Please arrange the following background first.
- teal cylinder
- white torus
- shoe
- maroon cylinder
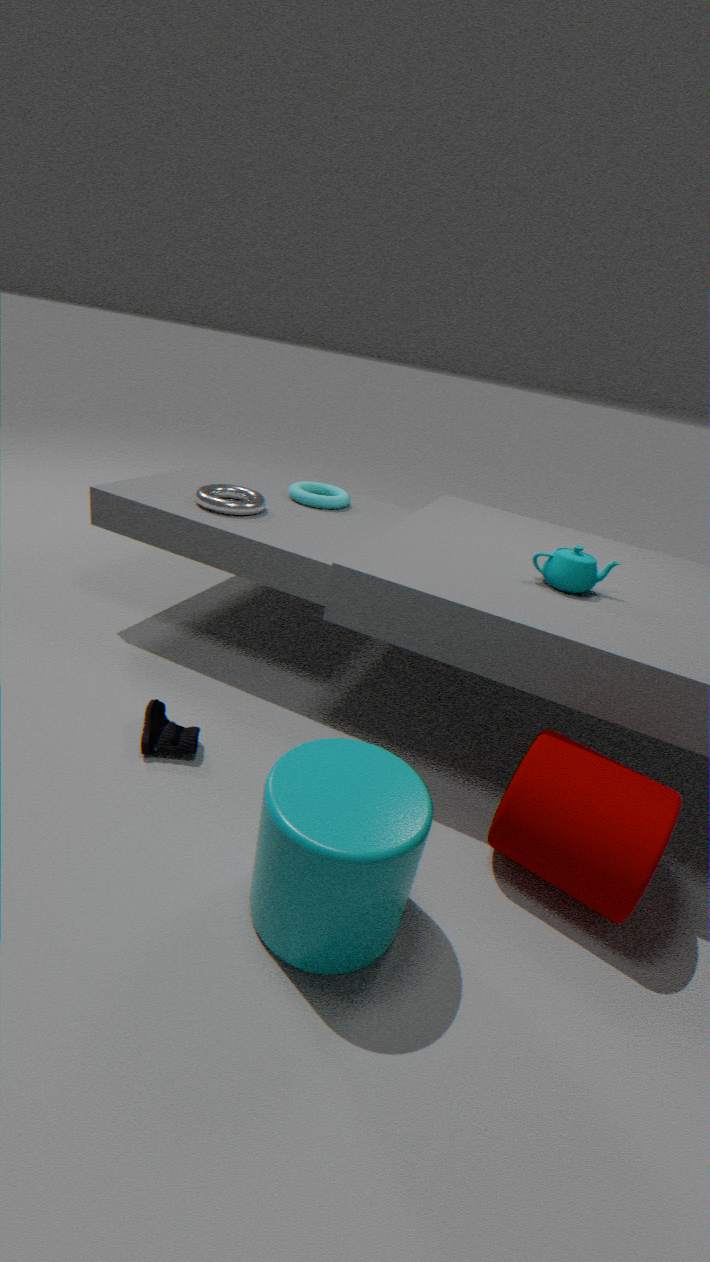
white torus
shoe
maroon cylinder
teal cylinder
